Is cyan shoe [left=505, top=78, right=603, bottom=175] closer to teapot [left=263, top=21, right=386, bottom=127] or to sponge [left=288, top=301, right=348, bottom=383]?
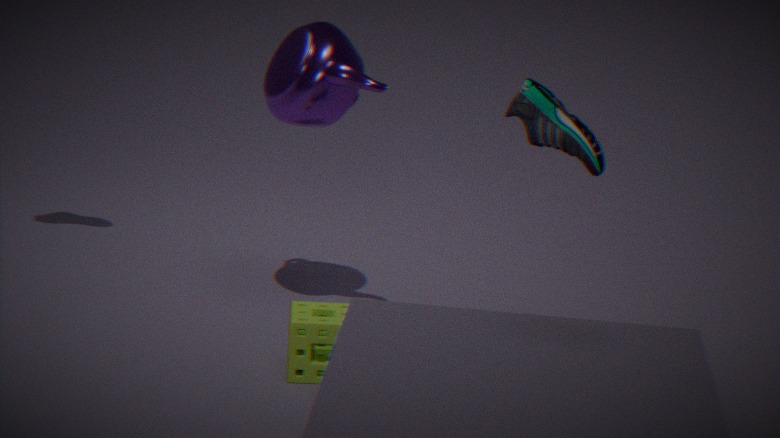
teapot [left=263, top=21, right=386, bottom=127]
